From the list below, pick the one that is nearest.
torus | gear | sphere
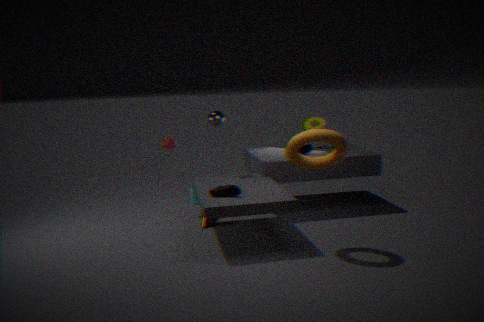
torus
